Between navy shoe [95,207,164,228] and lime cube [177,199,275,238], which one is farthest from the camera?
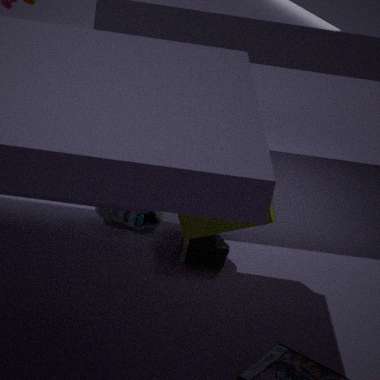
navy shoe [95,207,164,228]
